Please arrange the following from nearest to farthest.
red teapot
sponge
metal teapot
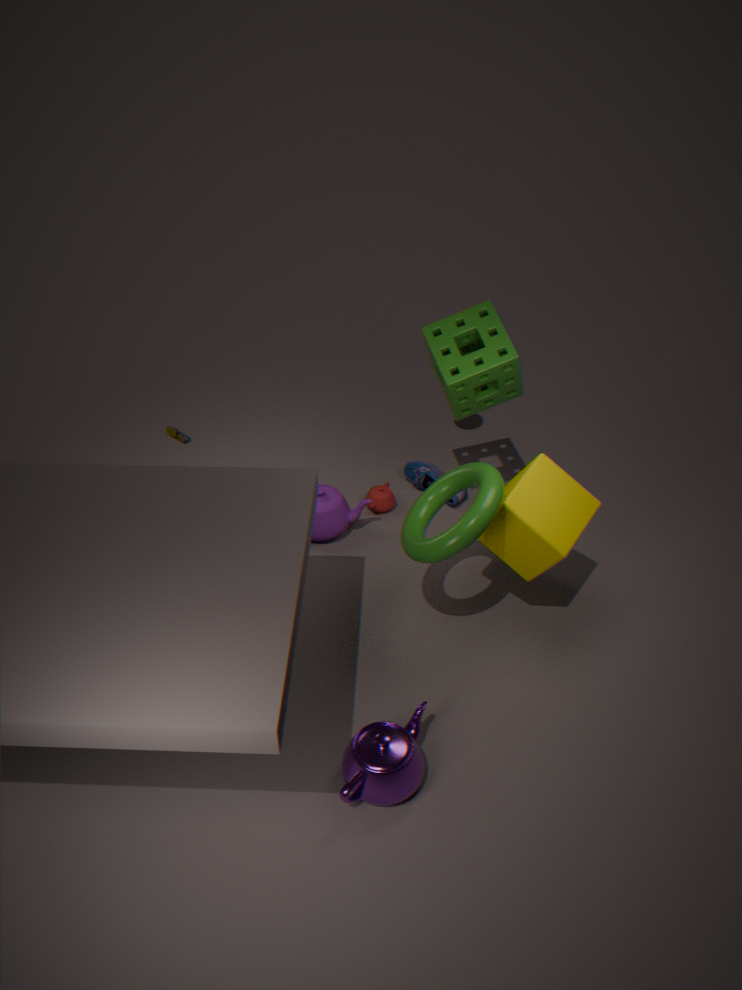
1. metal teapot
2. sponge
3. red teapot
